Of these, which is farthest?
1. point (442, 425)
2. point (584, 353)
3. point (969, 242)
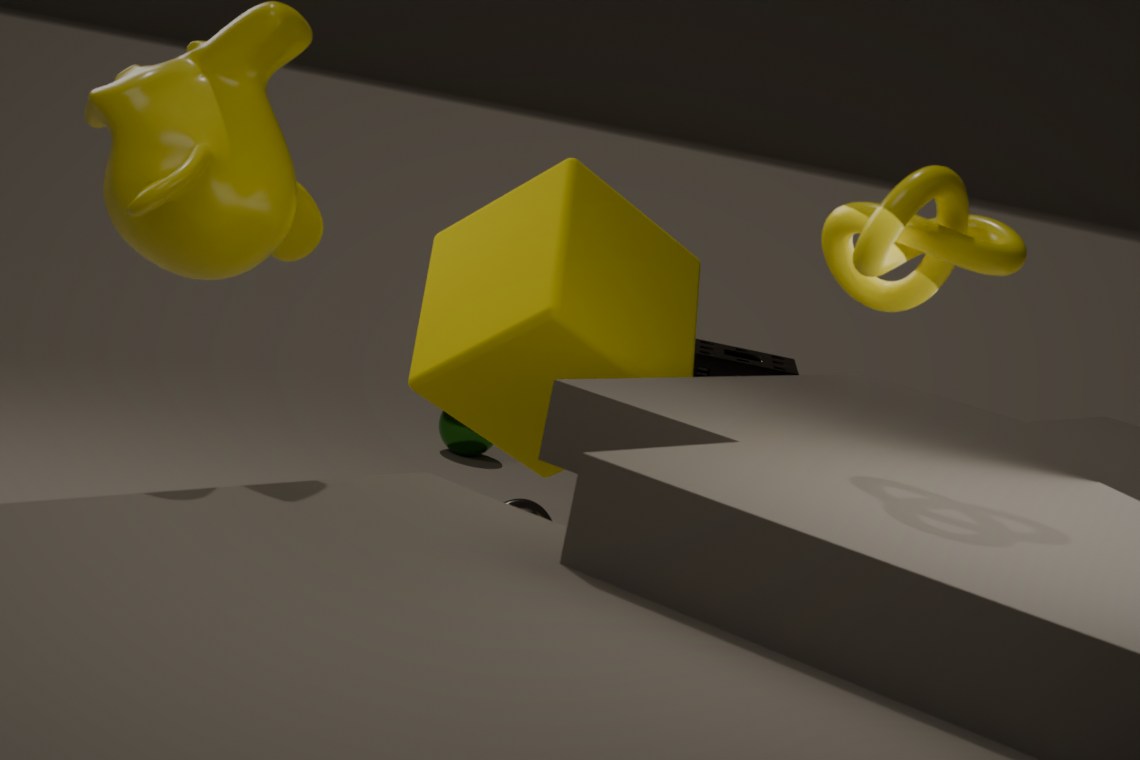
point (442, 425)
